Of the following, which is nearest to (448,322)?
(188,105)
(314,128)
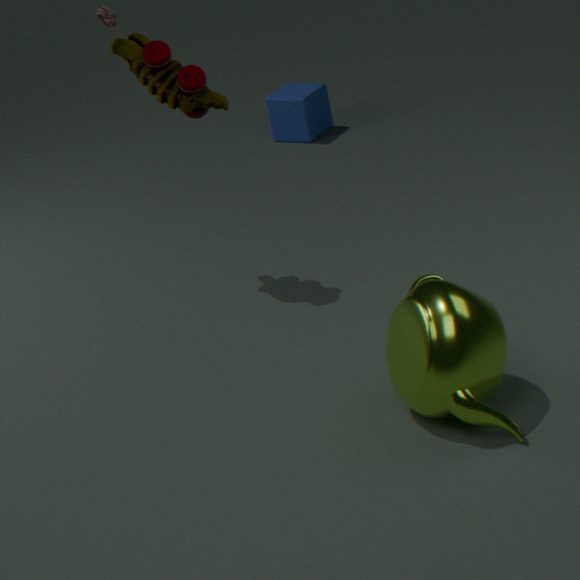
(188,105)
